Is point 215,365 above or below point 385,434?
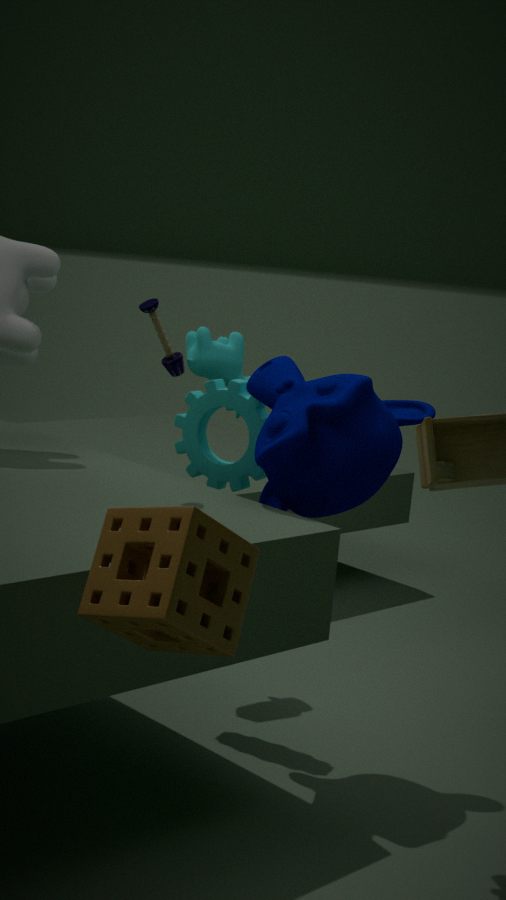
above
